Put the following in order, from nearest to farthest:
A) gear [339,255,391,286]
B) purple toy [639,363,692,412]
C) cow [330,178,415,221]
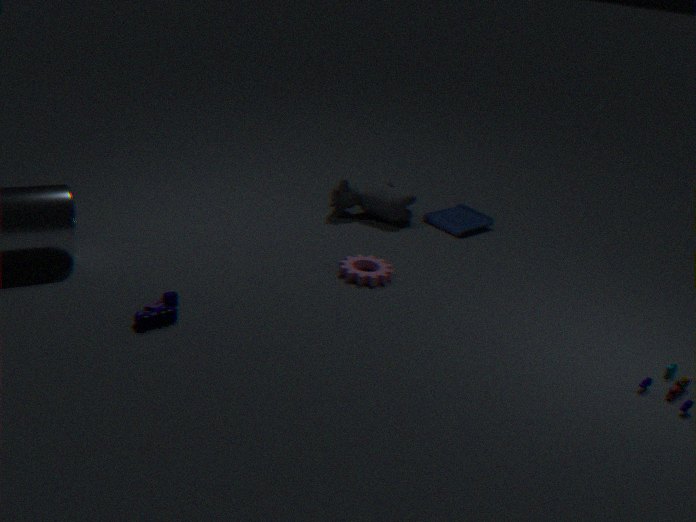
purple toy [639,363,692,412] < gear [339,255,391,286] < cow [330,178,415,221]
